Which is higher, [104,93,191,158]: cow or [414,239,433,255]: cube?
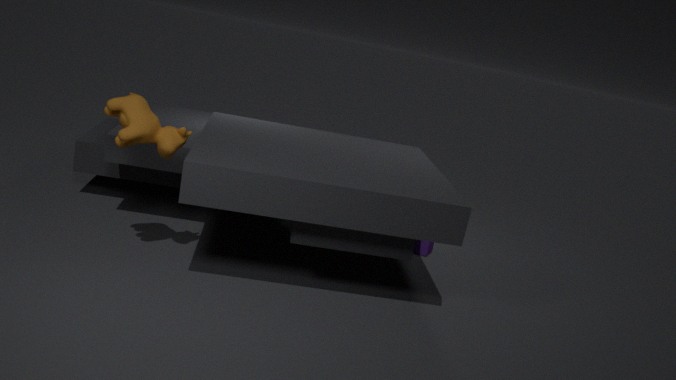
[104,93,191,158]: cow
